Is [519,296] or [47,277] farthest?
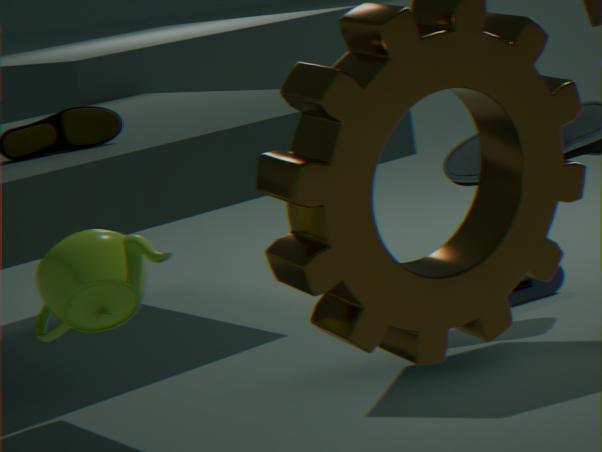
[519,296]
